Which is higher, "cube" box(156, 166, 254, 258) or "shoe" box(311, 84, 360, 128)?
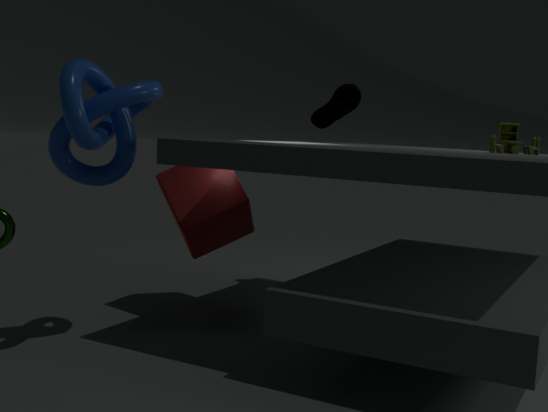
"shoe" box(311, 84, 360, 128)
